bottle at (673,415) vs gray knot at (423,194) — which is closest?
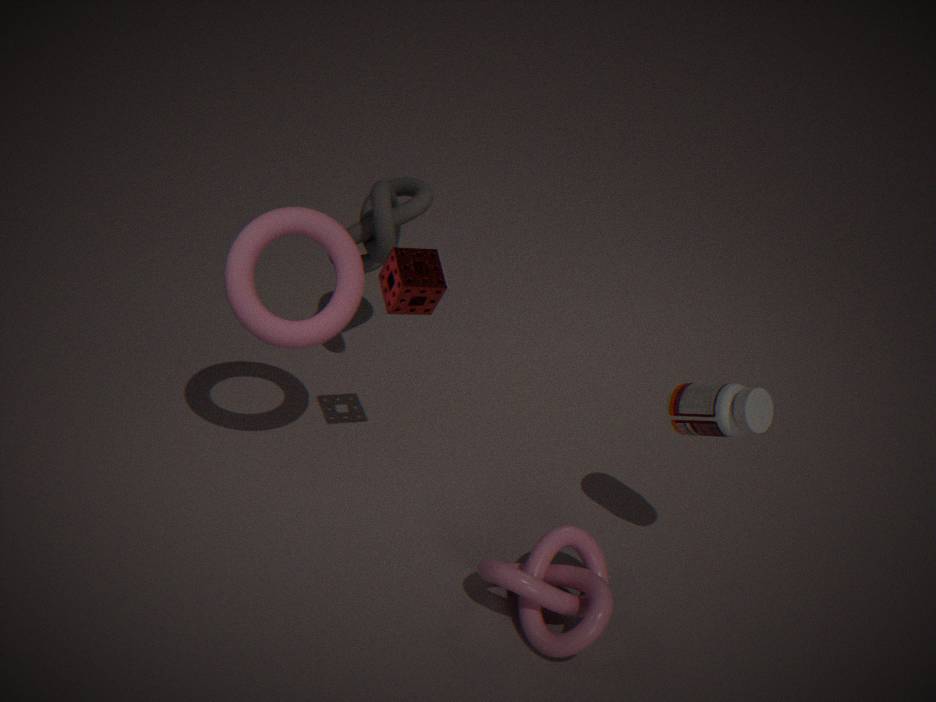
bottle at (673,415)
